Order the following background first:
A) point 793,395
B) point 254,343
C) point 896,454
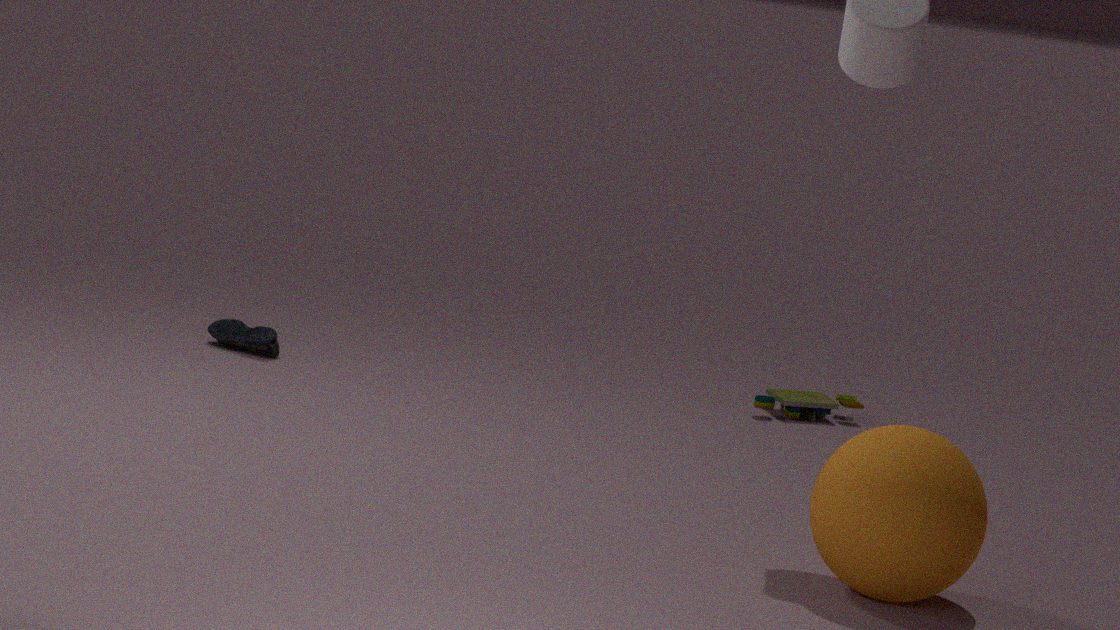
1. point 793,395
2. point 254,343
3. point 896,454
